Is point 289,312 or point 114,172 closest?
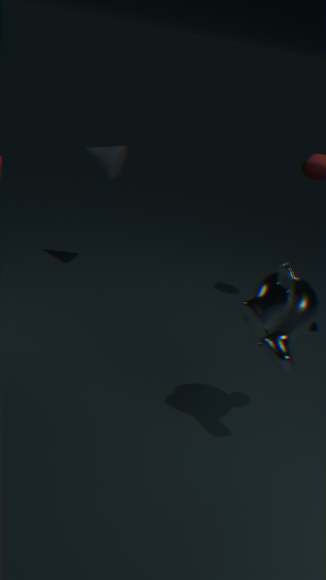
point 289,312
